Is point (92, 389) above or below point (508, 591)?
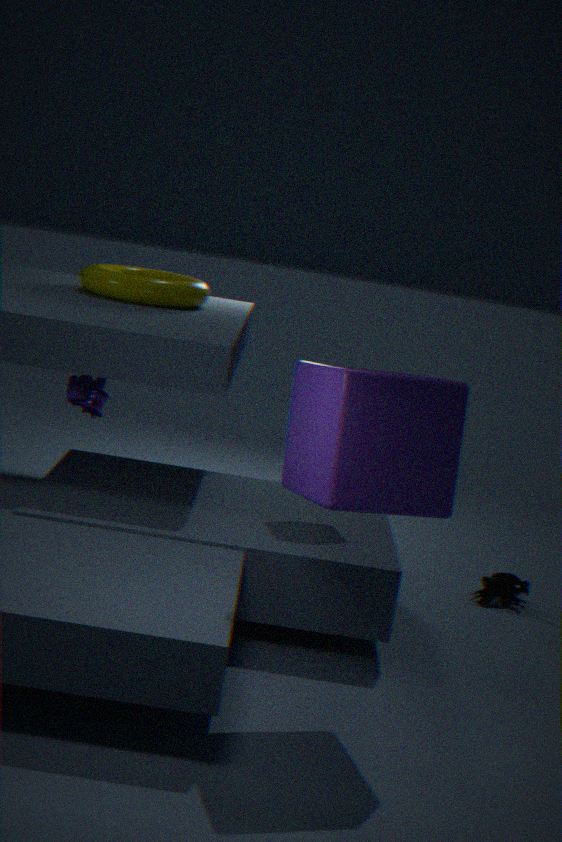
above
